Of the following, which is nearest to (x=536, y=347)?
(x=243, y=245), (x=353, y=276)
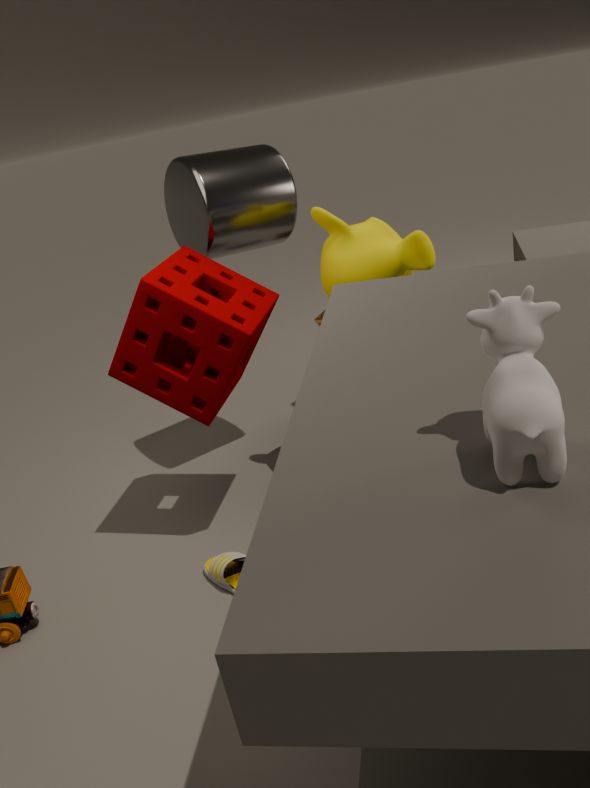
(x=353, y=276)
